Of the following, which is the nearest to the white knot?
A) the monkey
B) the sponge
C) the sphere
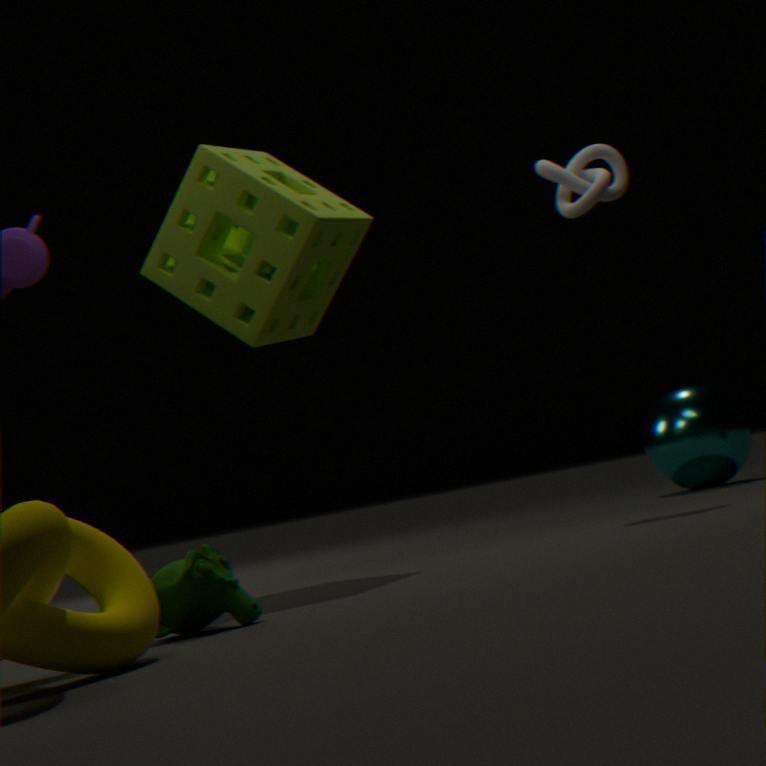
the sponge
